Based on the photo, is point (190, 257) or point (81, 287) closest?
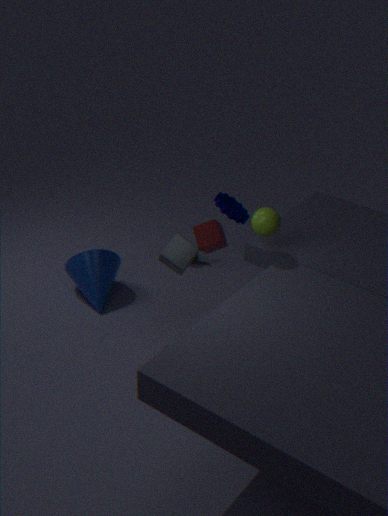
point (190, 257)
